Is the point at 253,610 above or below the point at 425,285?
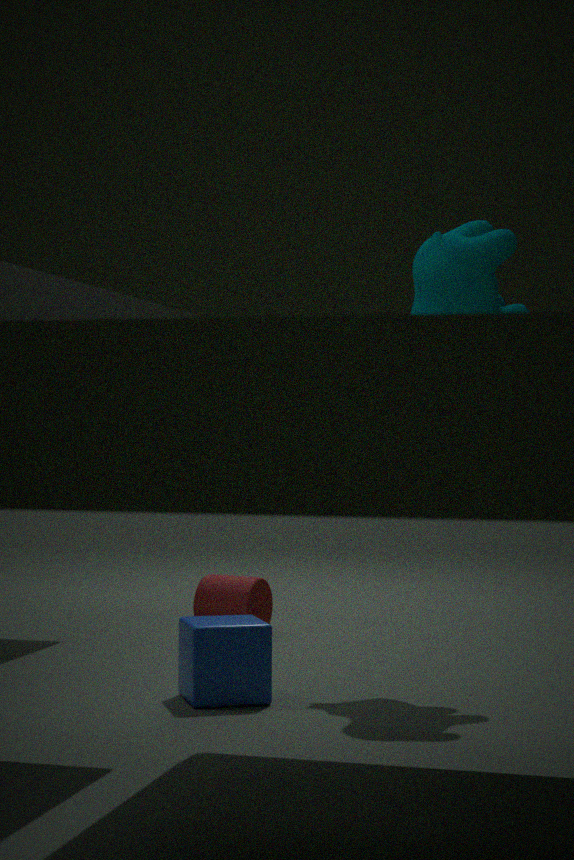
below
